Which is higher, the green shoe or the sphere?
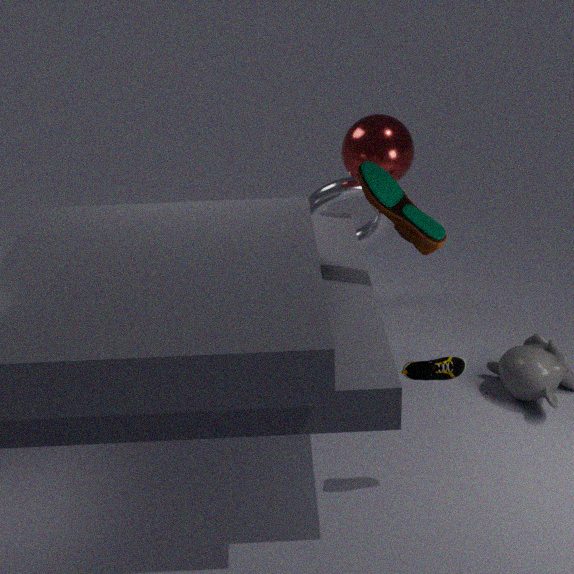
the sphere
